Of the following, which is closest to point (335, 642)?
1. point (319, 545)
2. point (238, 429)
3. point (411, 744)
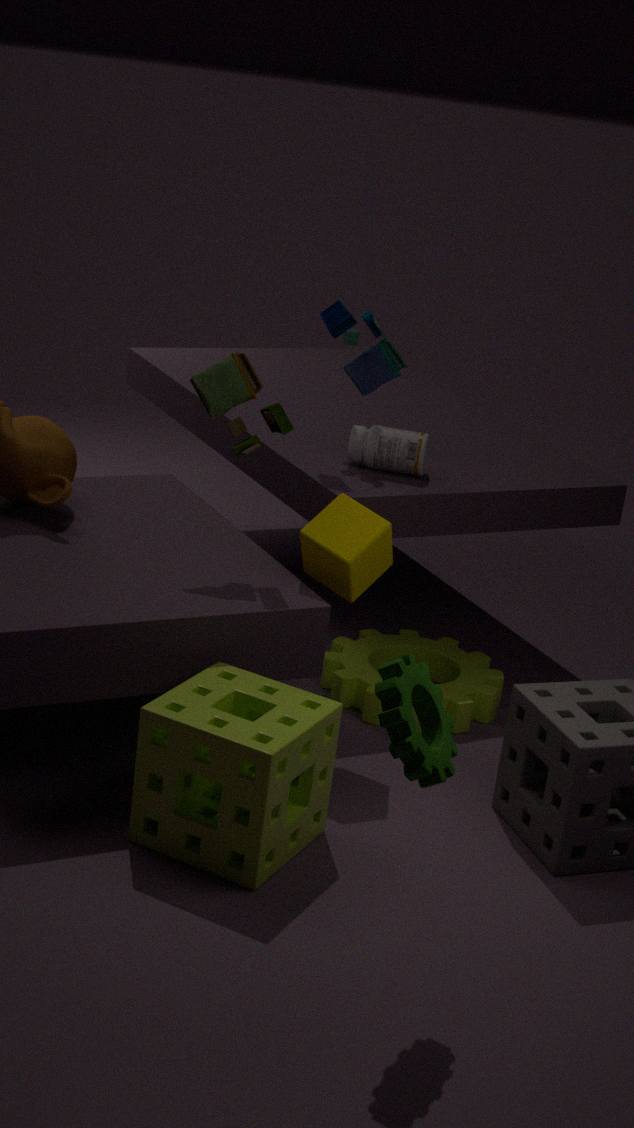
point (319, 545)
